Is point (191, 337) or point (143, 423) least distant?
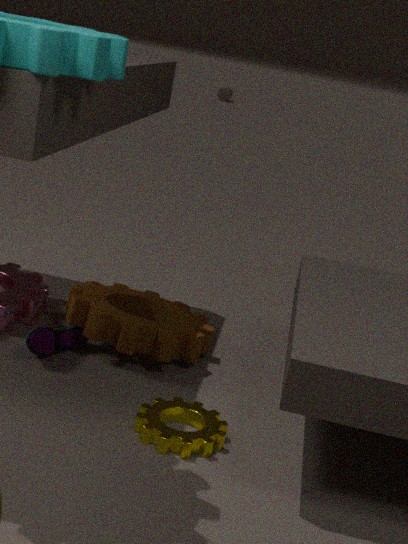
point (143, 423)
